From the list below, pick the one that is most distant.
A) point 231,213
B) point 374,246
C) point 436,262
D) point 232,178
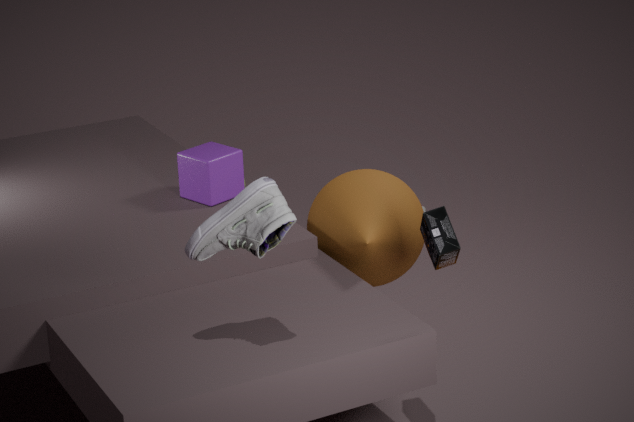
point 232,178
